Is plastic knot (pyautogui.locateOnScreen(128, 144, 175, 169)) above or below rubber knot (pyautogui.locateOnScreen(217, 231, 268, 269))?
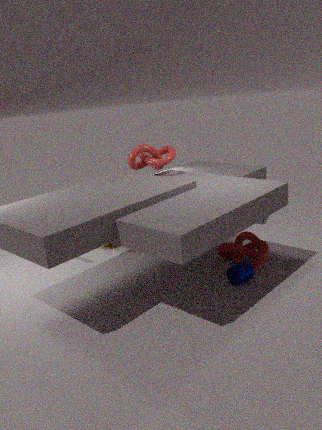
above
